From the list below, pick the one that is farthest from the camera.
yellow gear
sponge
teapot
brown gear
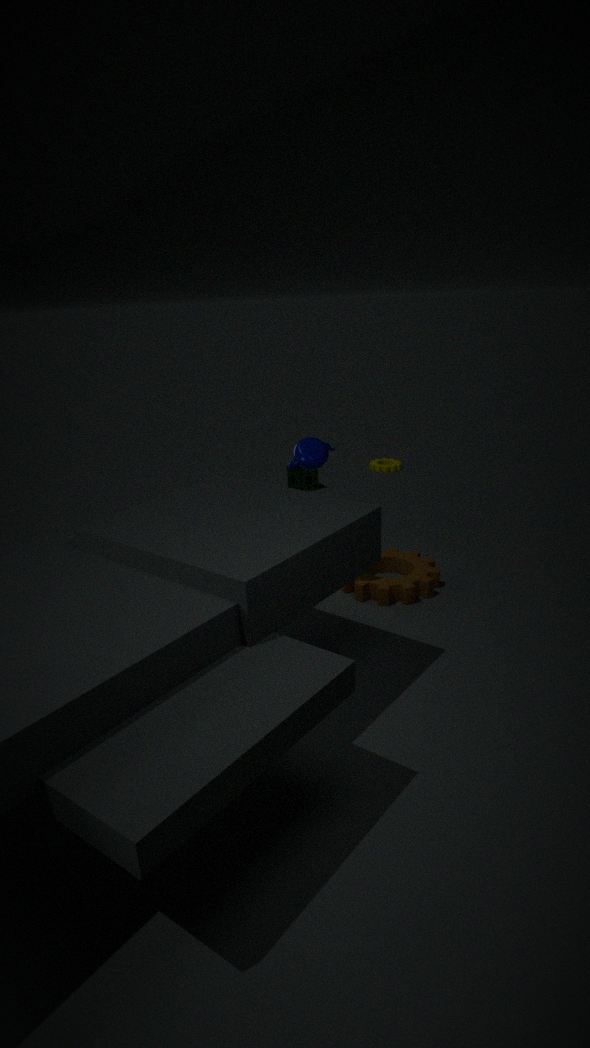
yellow gear
